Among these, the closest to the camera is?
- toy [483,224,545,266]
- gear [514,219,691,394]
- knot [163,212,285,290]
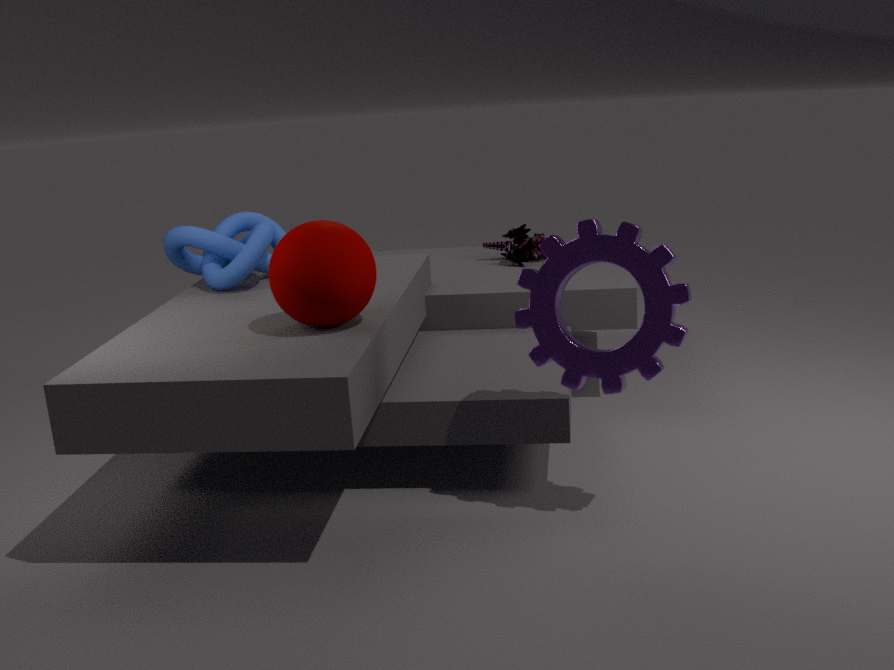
gear [514,219,691,394]
